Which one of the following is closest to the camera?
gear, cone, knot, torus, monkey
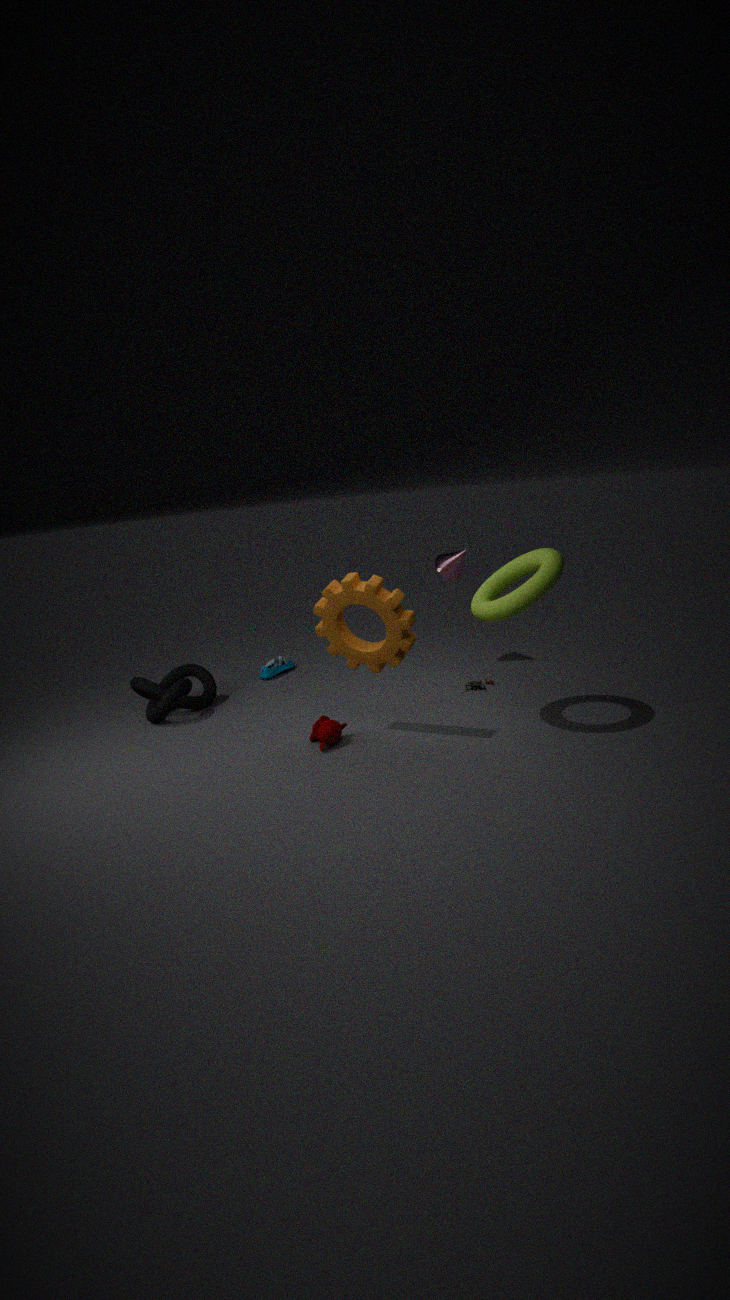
torus
